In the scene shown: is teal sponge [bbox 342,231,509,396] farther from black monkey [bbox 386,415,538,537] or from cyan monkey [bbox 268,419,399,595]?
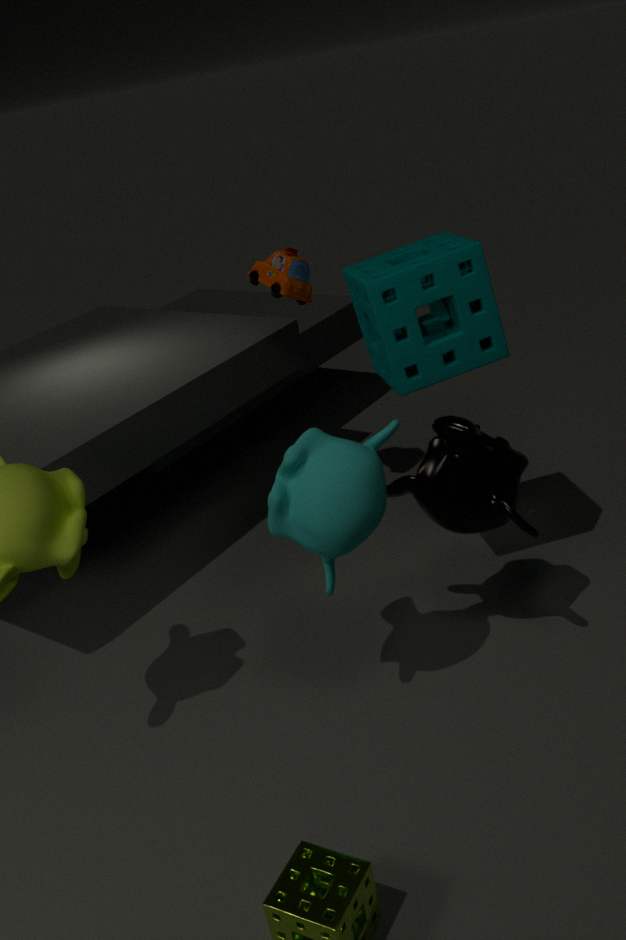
cyan monkey [bbox 268,419,399,595]
